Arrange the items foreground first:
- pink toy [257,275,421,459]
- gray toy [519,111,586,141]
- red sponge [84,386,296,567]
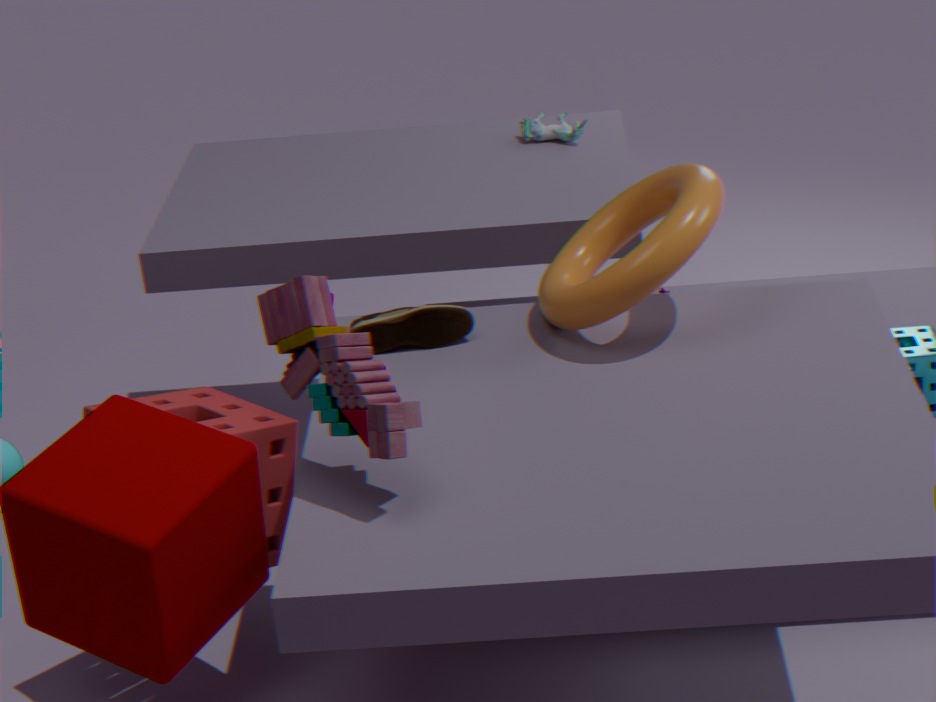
pink toy [257,275,421,459] < red sponge [84,386,296,567] < gray toy [519,111,586,141]
